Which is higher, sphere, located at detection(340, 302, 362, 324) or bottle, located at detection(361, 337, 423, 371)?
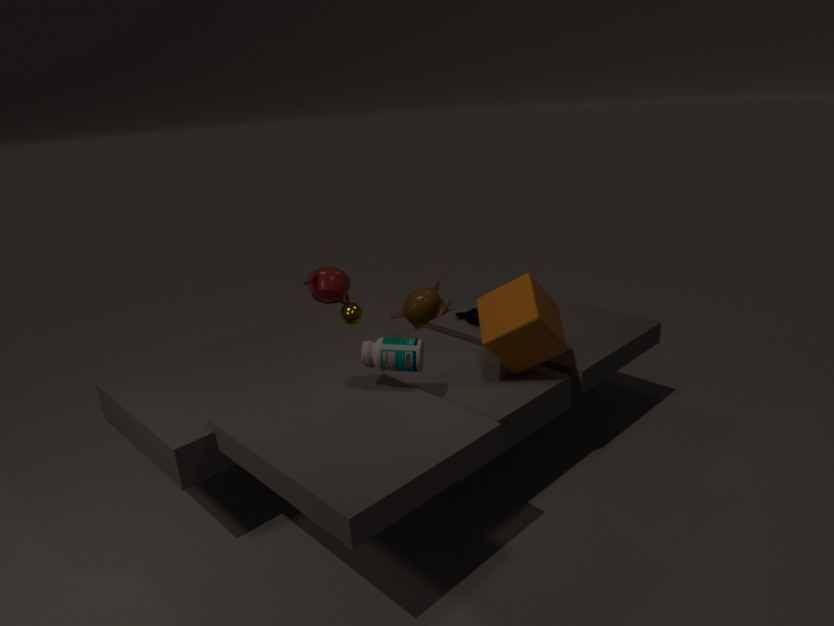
bottle, located at detection(361, 337, 423, 371)
